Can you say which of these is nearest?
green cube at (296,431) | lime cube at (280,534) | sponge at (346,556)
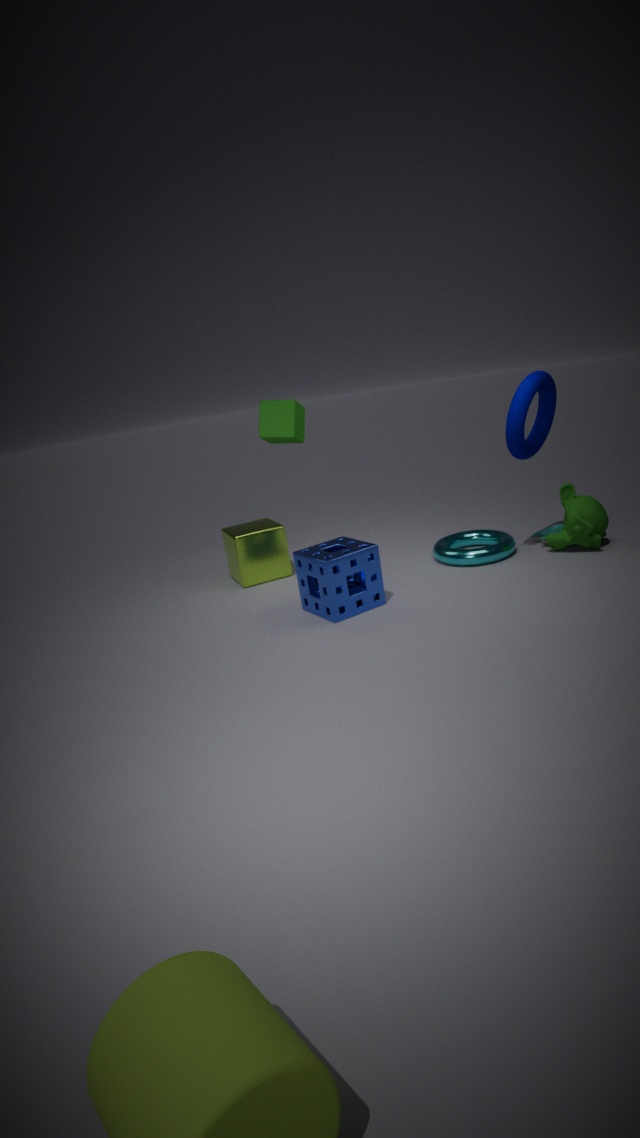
green cube at (296,431)
